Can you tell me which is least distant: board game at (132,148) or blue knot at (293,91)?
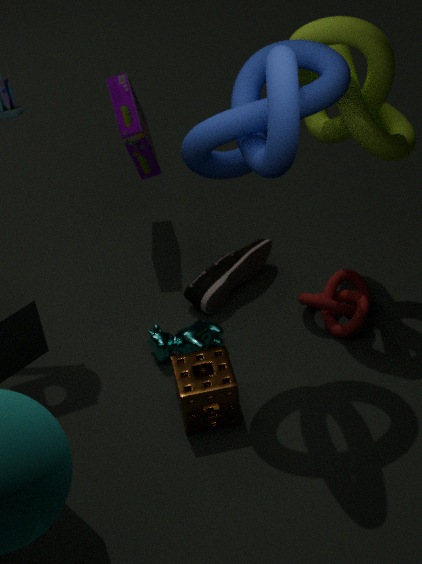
blue knot at (293,91)
